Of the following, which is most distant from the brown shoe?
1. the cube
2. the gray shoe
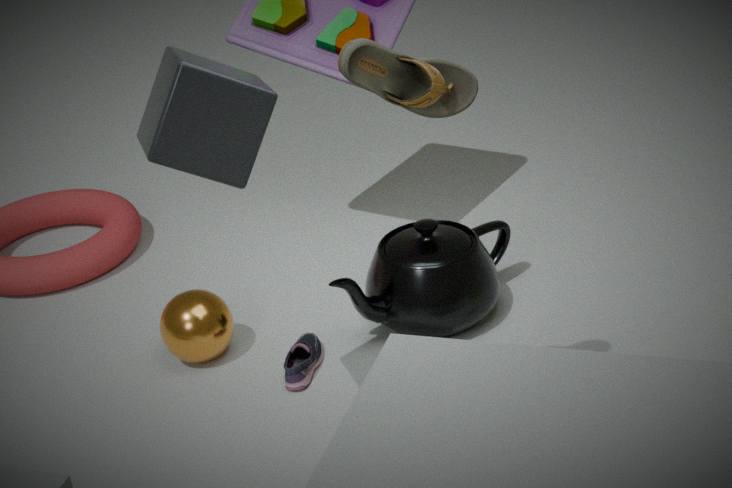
the gray shoe
